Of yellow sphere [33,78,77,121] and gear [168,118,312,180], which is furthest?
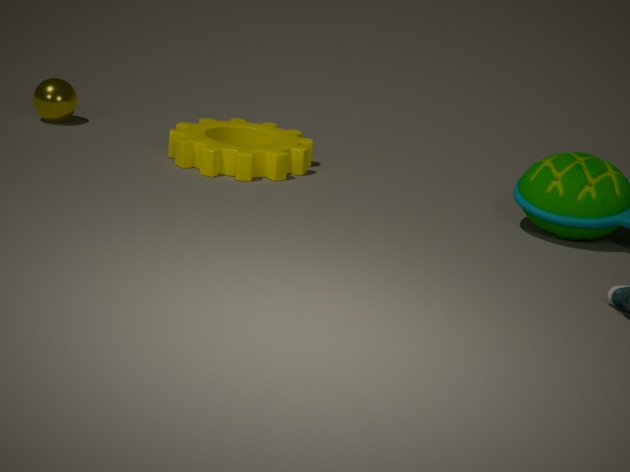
yellow sphere [33,78,77,121]
